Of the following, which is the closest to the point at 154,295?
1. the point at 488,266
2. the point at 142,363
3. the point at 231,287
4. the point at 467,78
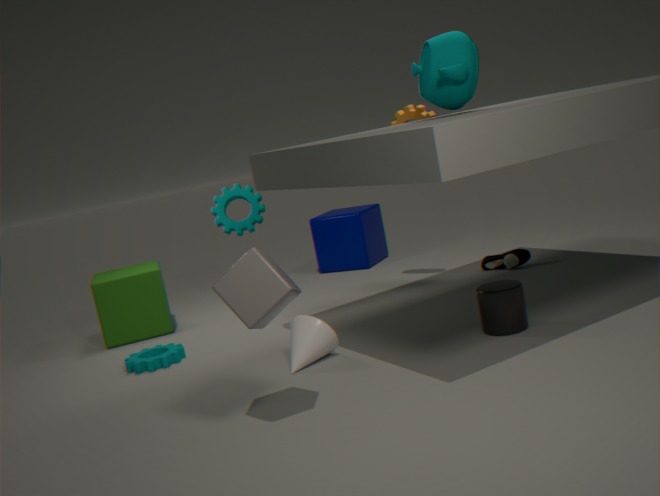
the point at 142,363
